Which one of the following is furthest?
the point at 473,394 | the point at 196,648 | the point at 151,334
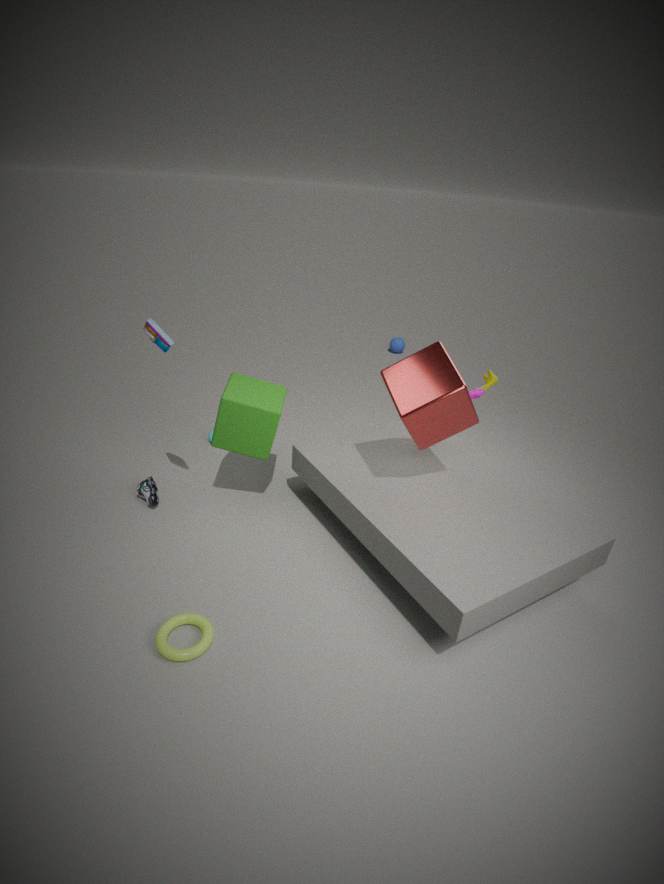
the point at 473,394
